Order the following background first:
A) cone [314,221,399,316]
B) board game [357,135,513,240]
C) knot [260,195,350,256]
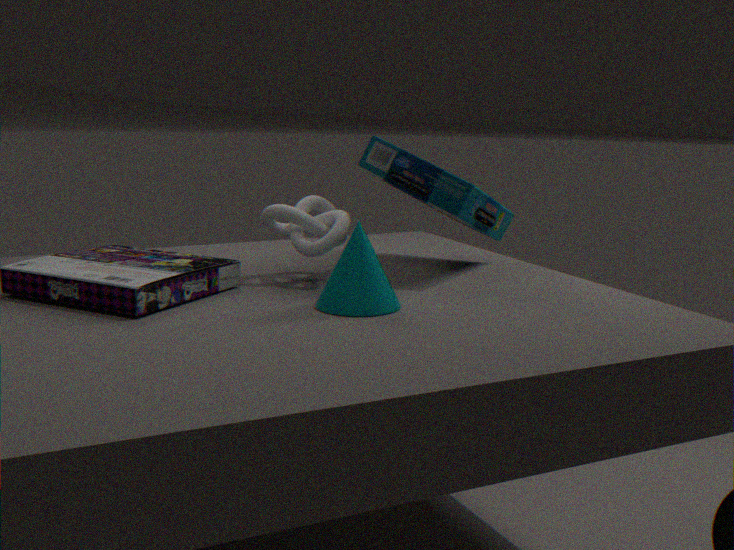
board game [357,135,513,240], knot [260,195,350,256], cone [314,221,399,316]
